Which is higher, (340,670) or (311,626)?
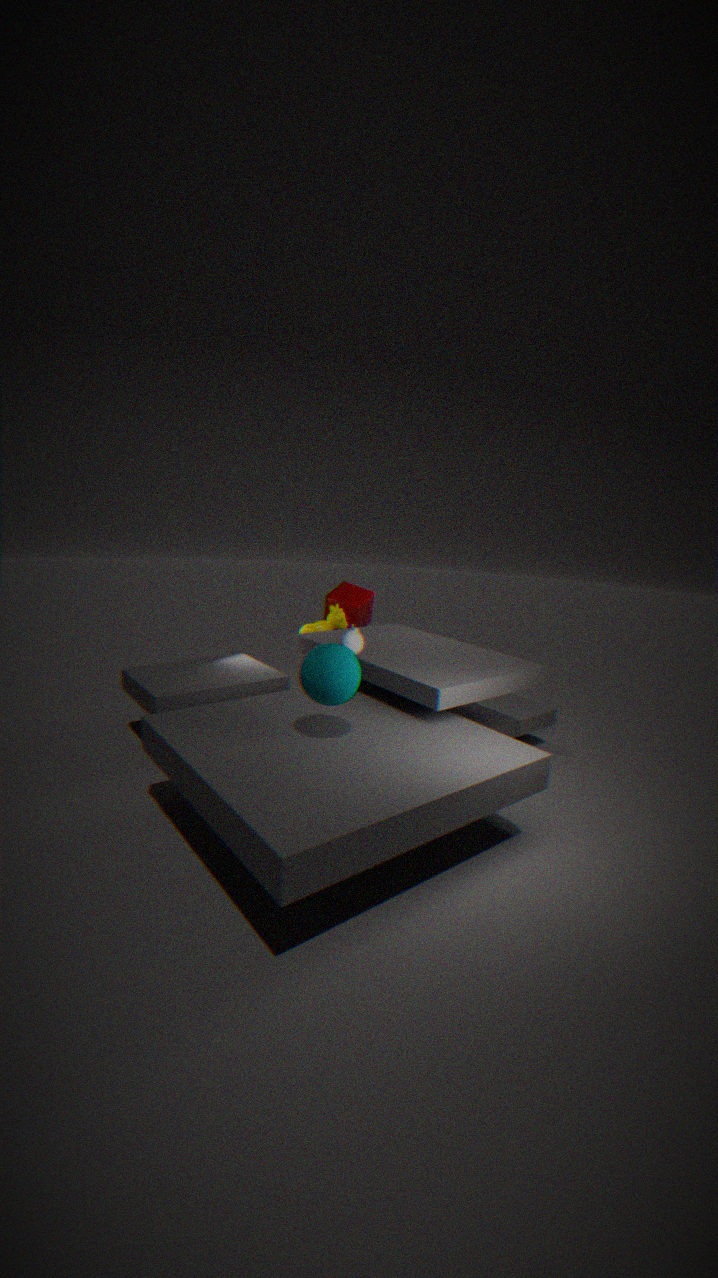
(340,670)
